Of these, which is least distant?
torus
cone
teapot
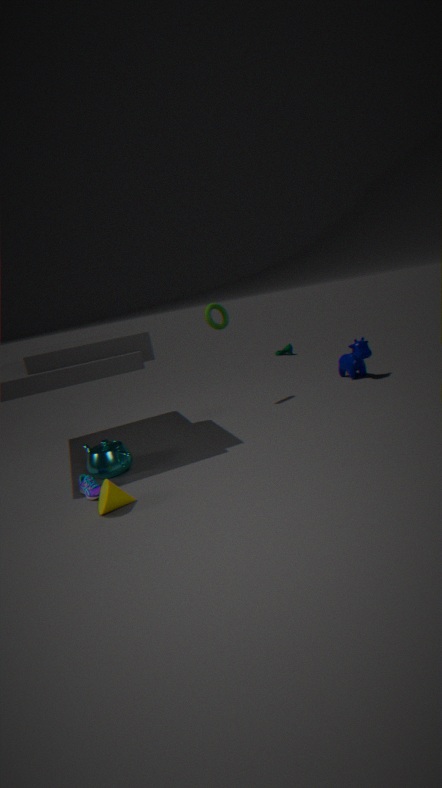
cone
